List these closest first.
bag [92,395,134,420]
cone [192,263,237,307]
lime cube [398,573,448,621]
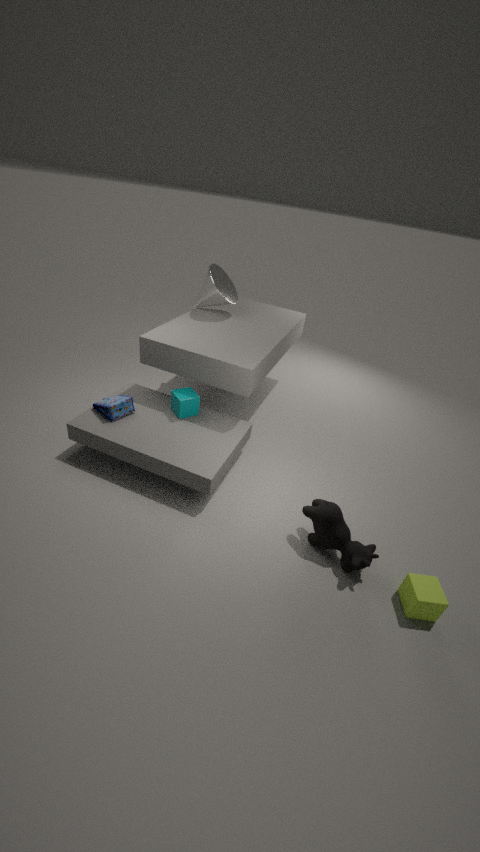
lime cube [398,573,448,621]
bag [92,395,134,420]
cone [192,263,237,307]
